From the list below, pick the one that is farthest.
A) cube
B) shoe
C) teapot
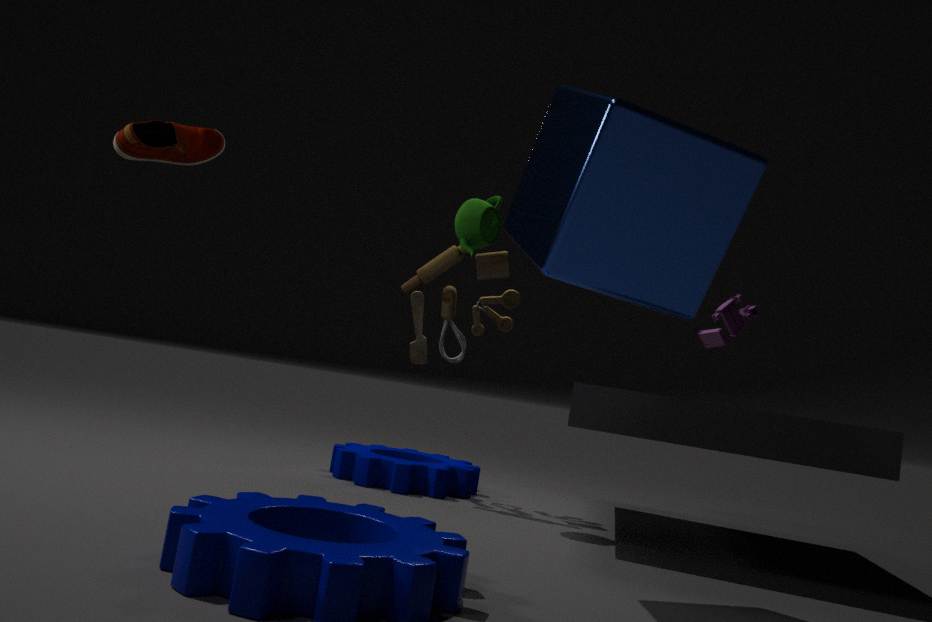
teapot
